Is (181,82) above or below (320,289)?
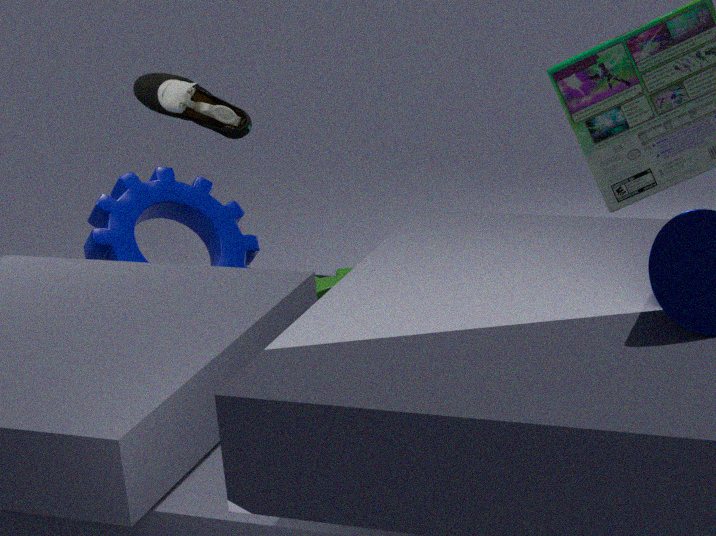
above
